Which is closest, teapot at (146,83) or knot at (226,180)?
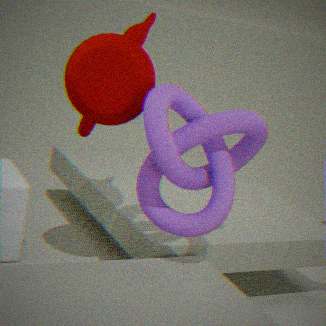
knot at (226,180)
